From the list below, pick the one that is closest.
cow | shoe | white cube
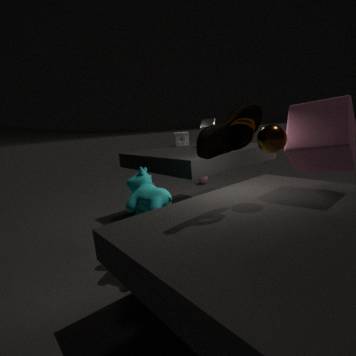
shoe
